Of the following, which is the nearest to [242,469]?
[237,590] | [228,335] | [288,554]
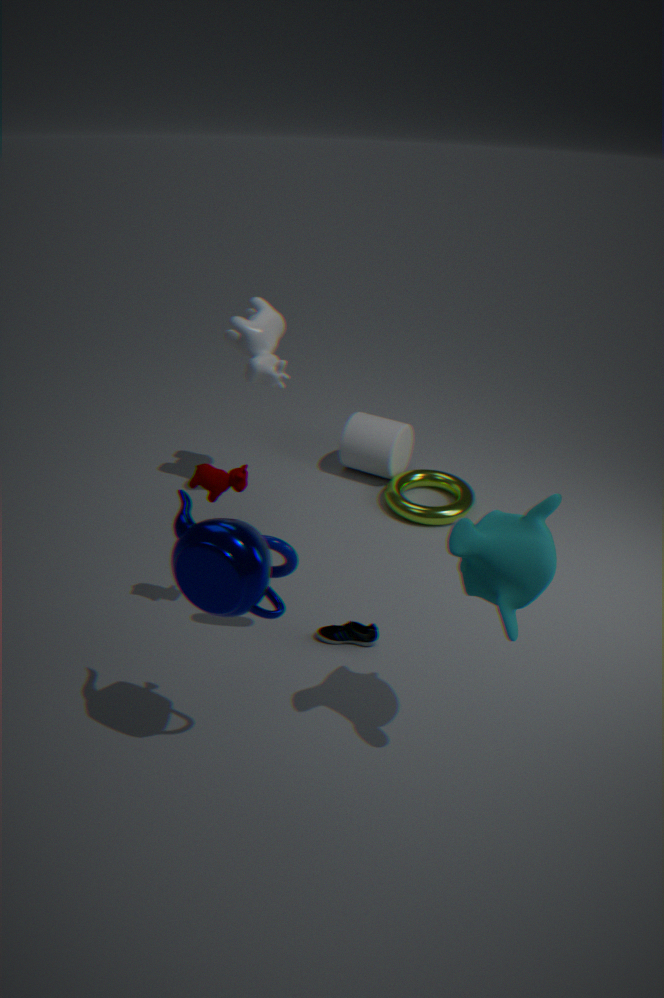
[288,554]
